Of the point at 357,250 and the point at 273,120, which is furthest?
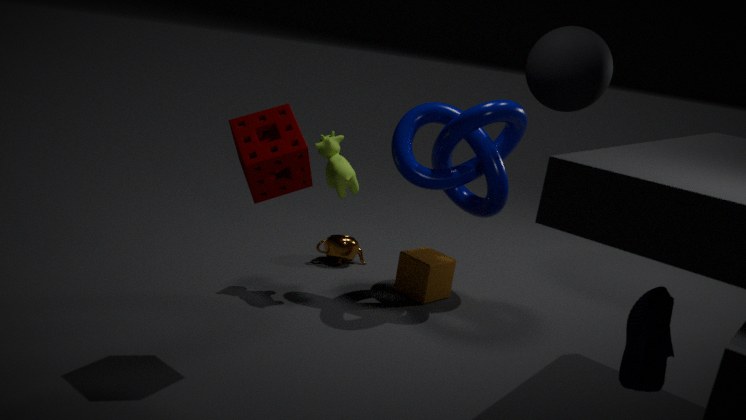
the point at 357,250
